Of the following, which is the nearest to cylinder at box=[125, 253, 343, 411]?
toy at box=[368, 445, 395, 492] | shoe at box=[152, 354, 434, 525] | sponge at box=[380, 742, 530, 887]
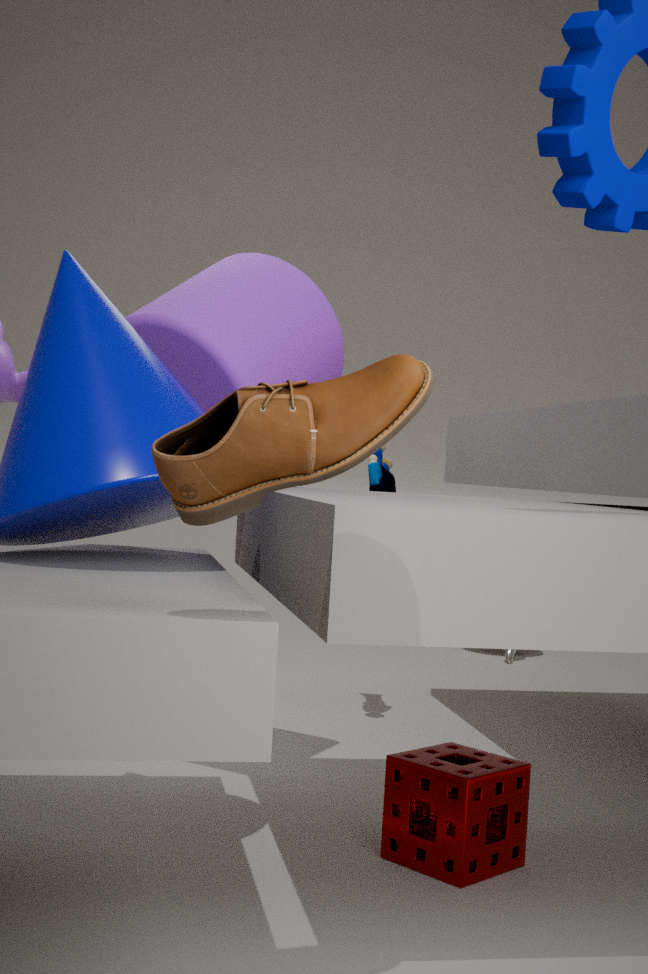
toy at box=[368, 445, 395, 492]
